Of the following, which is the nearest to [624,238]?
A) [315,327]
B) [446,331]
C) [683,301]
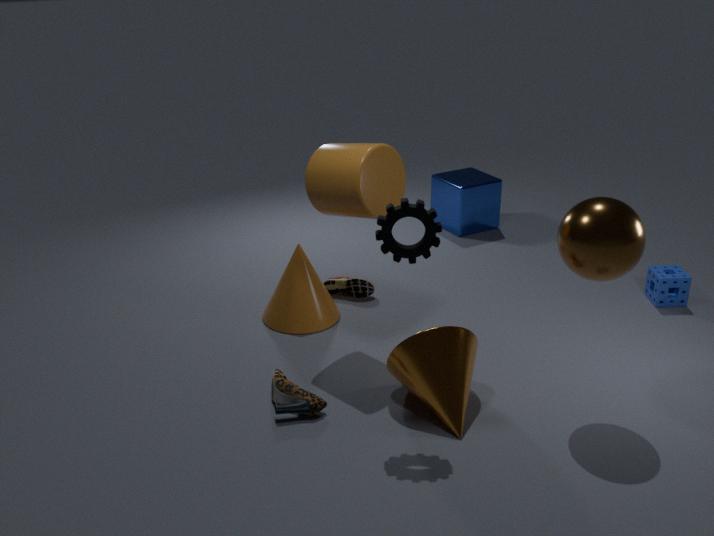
[446,331]
